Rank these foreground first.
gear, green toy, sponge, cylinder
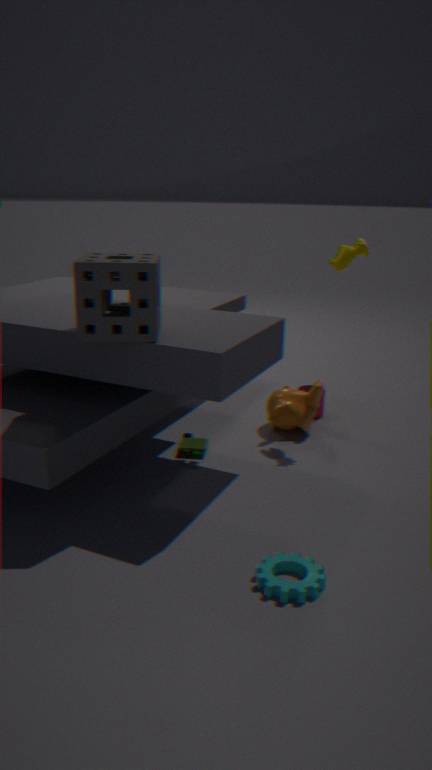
gear → sponge → green toy → cylinder
